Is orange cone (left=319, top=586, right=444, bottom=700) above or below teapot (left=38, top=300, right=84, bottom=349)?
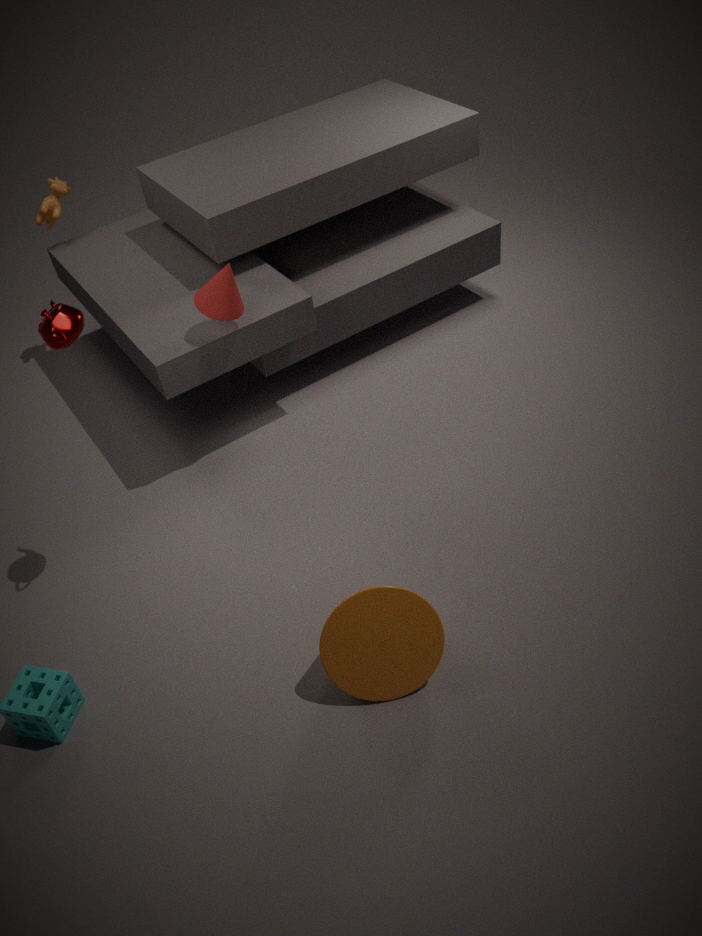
below
